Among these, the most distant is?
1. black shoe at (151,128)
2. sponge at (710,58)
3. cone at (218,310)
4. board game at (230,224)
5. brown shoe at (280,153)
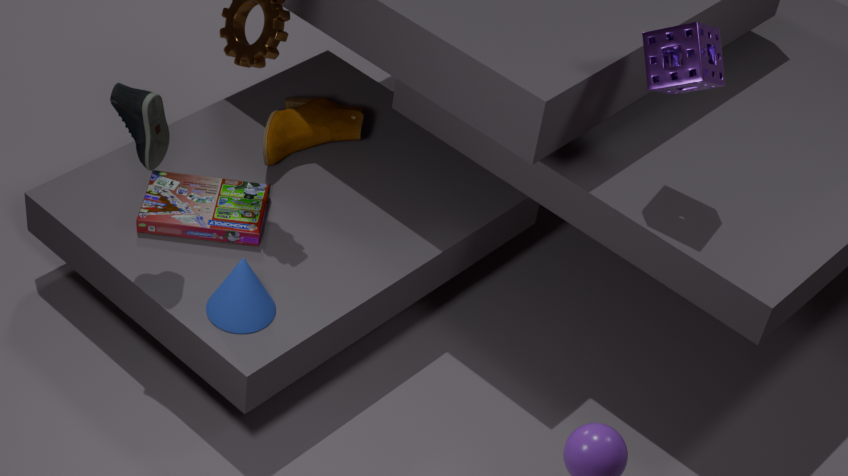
brown shoe at (280,153)
